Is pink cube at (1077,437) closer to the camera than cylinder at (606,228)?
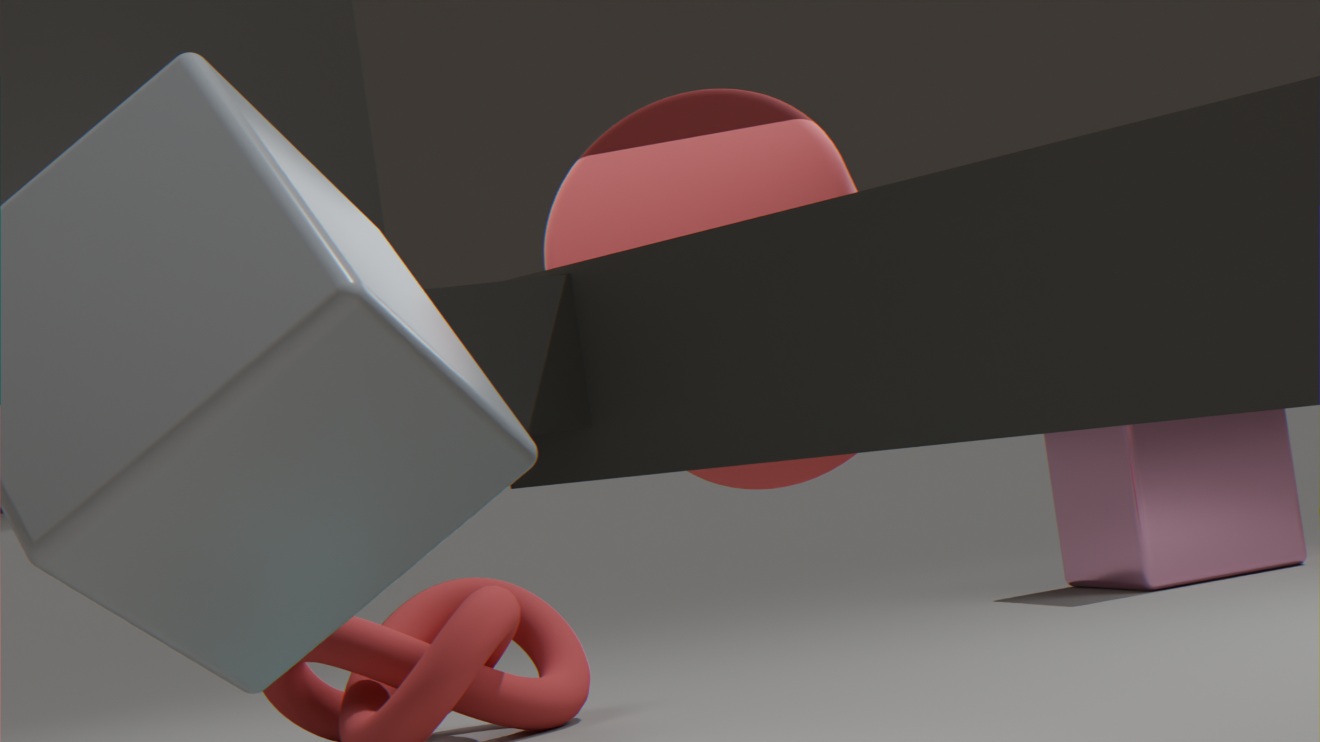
No
